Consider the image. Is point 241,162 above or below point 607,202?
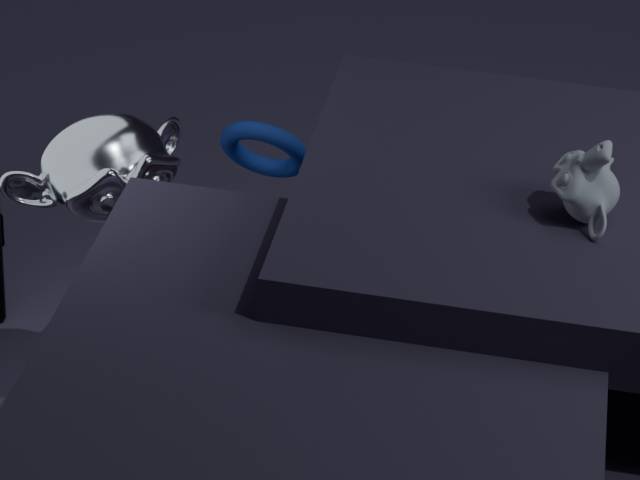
below
